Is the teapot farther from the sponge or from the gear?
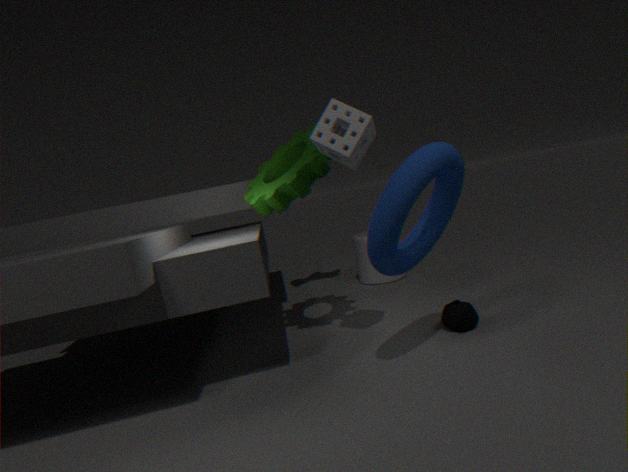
the gear
